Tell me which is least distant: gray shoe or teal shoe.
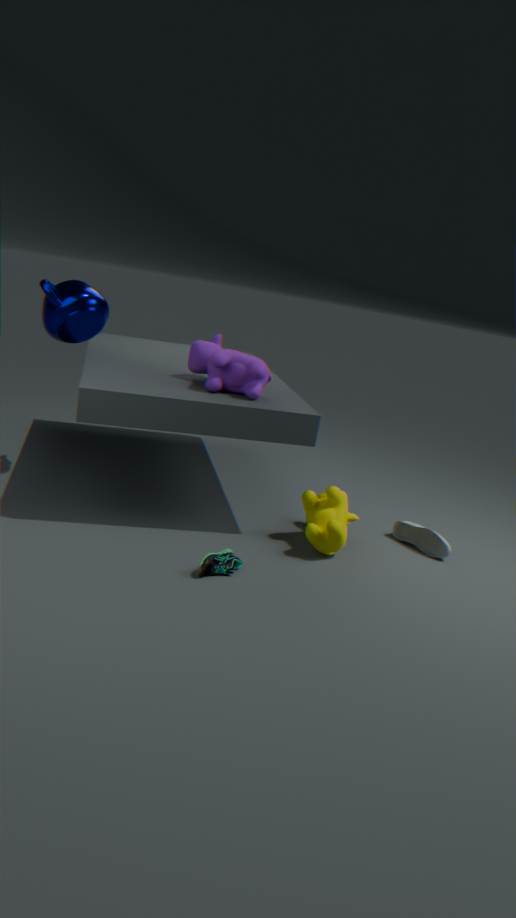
teal shoe
